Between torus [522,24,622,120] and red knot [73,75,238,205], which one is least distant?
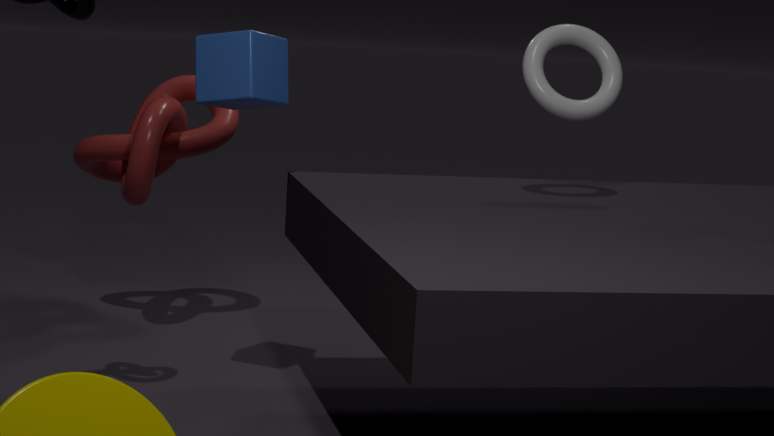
torus [522,24,622,120]
